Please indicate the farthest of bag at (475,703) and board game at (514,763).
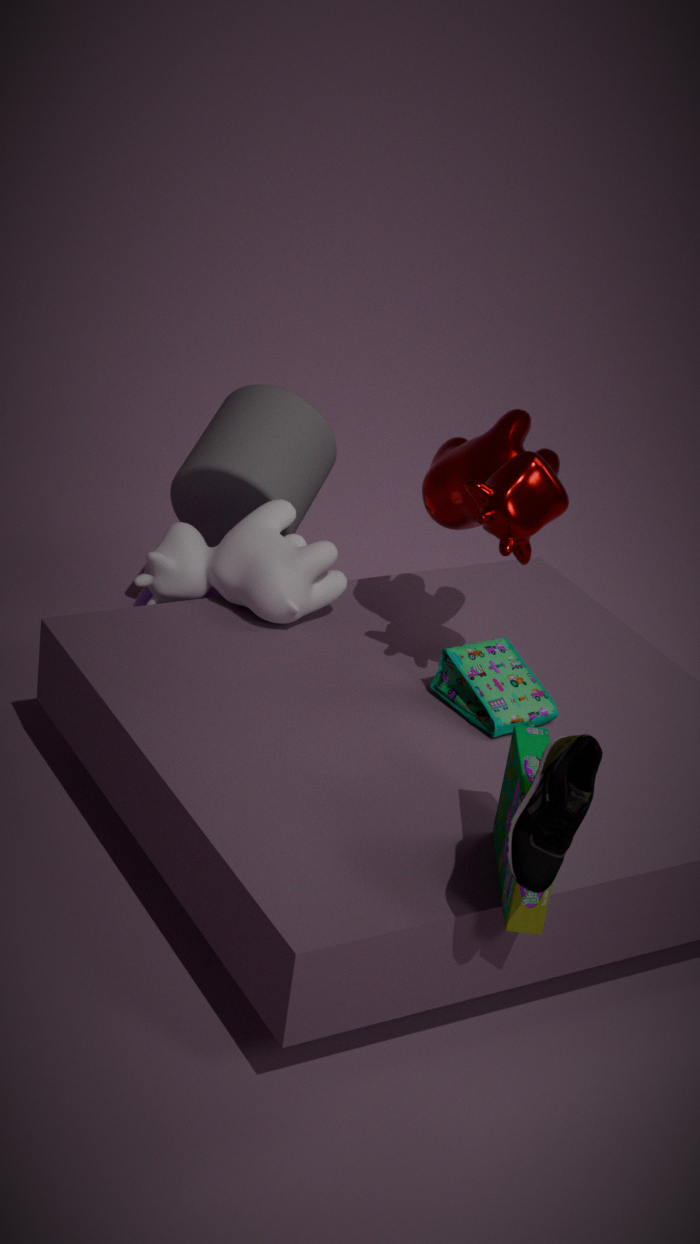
bag at (475,703)
